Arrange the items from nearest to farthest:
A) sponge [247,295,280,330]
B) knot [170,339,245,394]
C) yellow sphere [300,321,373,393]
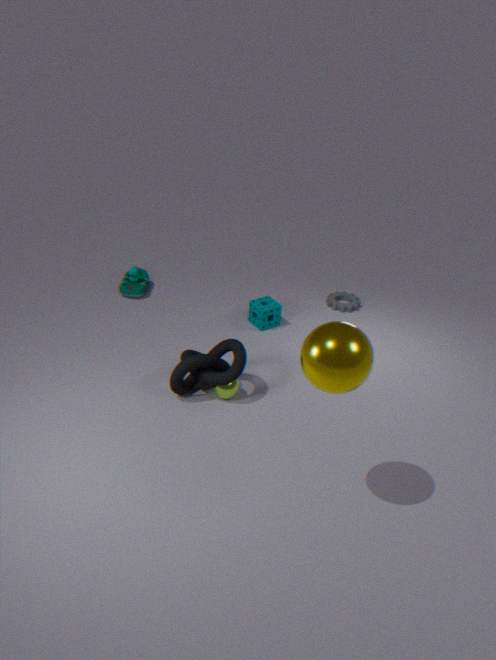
yellow sphere [300,321,373,393] → knot [170,339,245,394] → sponge [247,295,280,330]
